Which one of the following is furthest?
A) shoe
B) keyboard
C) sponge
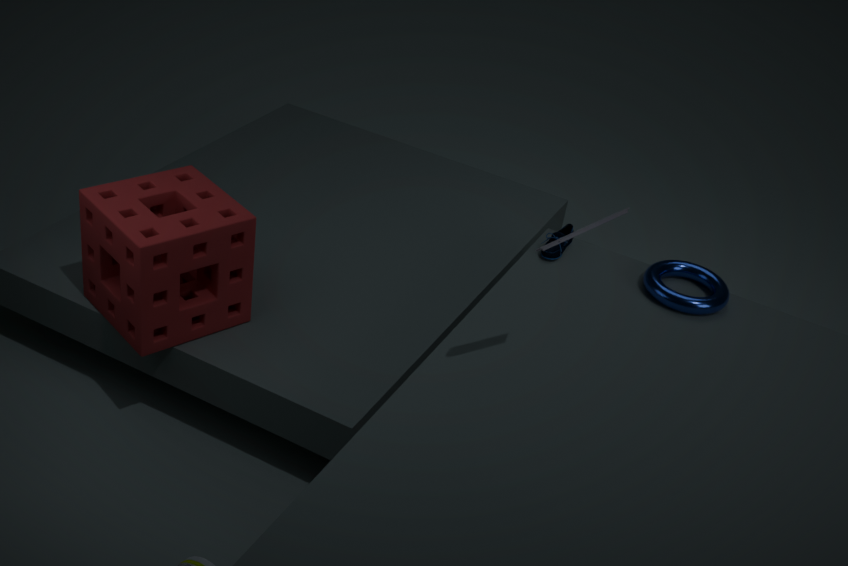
shoe
